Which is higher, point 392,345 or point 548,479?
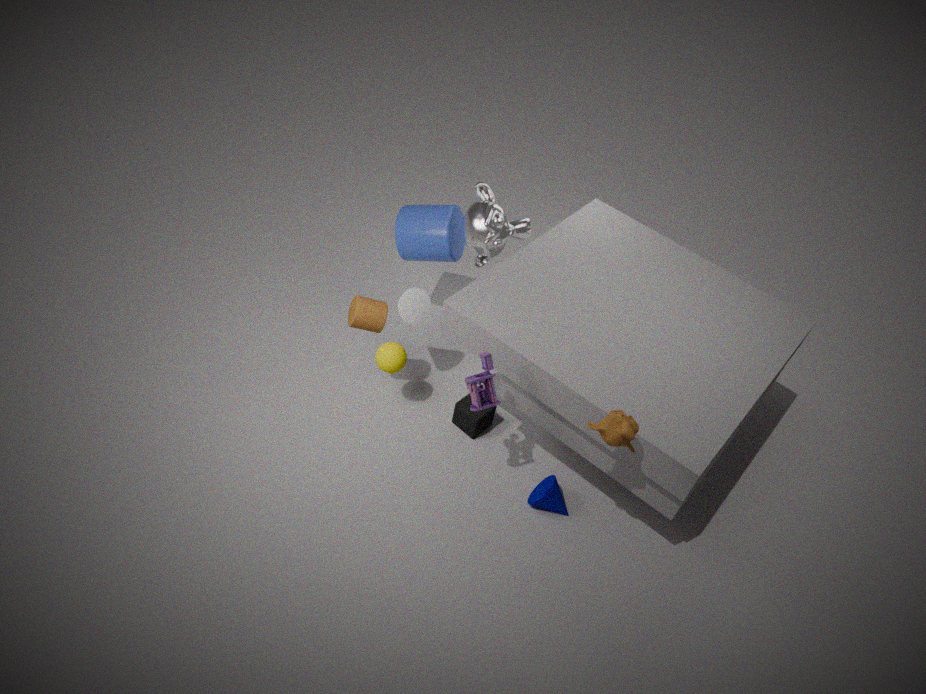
point 392,345
